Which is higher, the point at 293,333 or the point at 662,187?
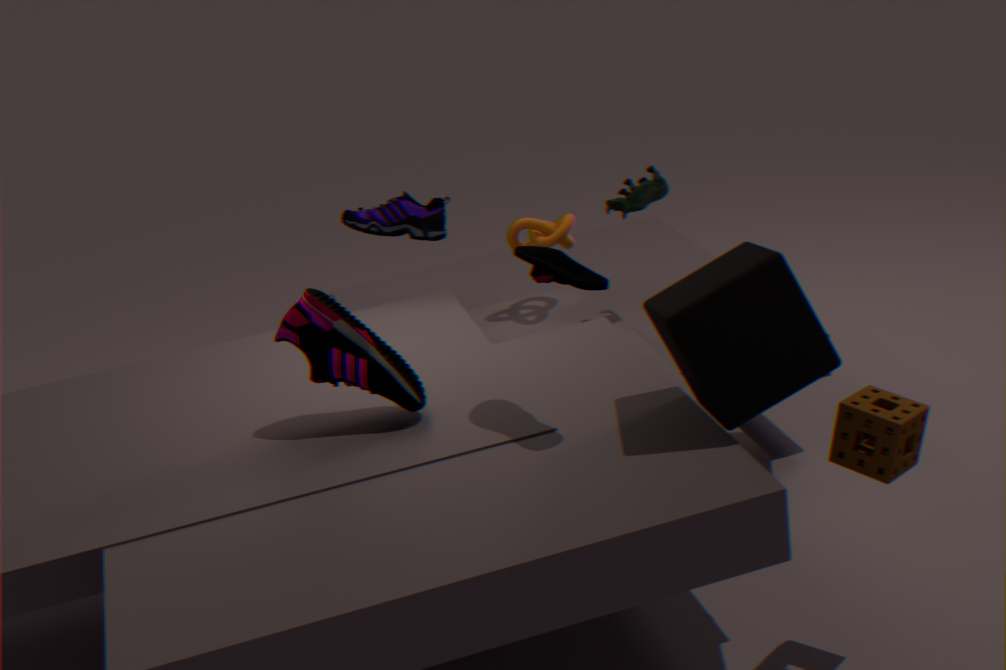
the point at 662,187
